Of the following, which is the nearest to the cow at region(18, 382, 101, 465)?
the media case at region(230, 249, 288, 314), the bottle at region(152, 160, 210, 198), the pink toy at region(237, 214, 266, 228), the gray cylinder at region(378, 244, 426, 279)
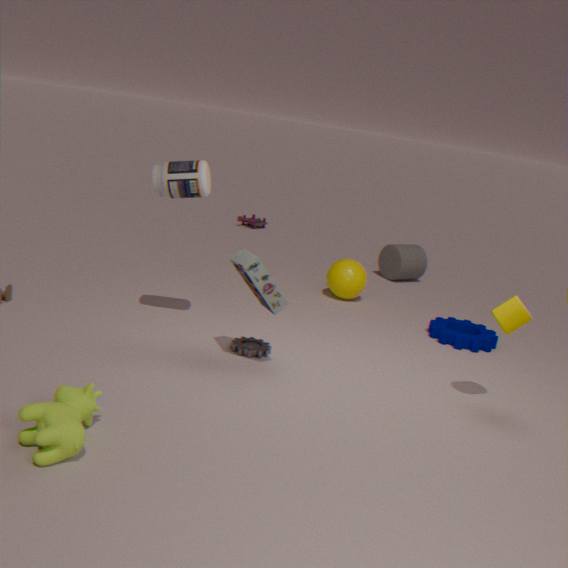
the media case at region(230, 249, 288, 314)
